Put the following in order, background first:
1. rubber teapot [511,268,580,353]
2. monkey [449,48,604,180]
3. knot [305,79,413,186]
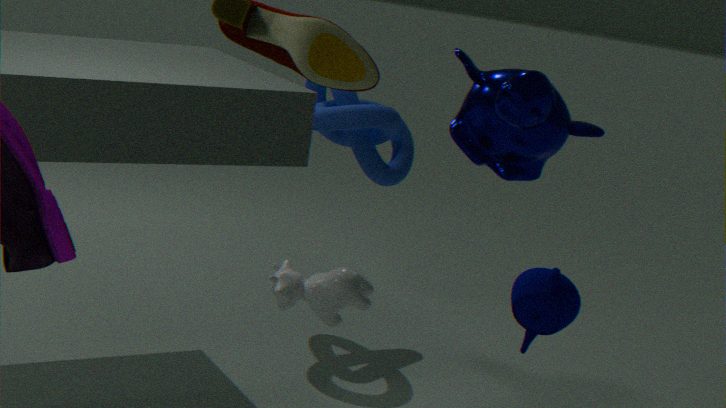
knot [305,79,413,186]
monkey [449,48,604,180]
rubber teapot [511,268,580,353]
